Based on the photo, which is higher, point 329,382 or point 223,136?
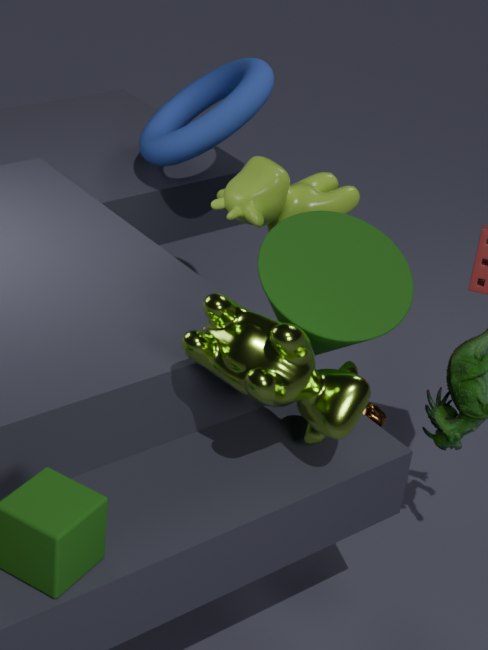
point 223,136
